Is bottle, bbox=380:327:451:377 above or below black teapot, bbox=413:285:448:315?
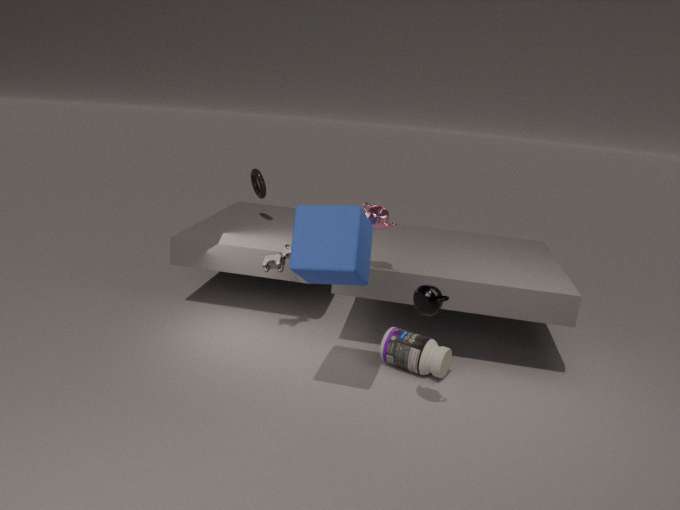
below
